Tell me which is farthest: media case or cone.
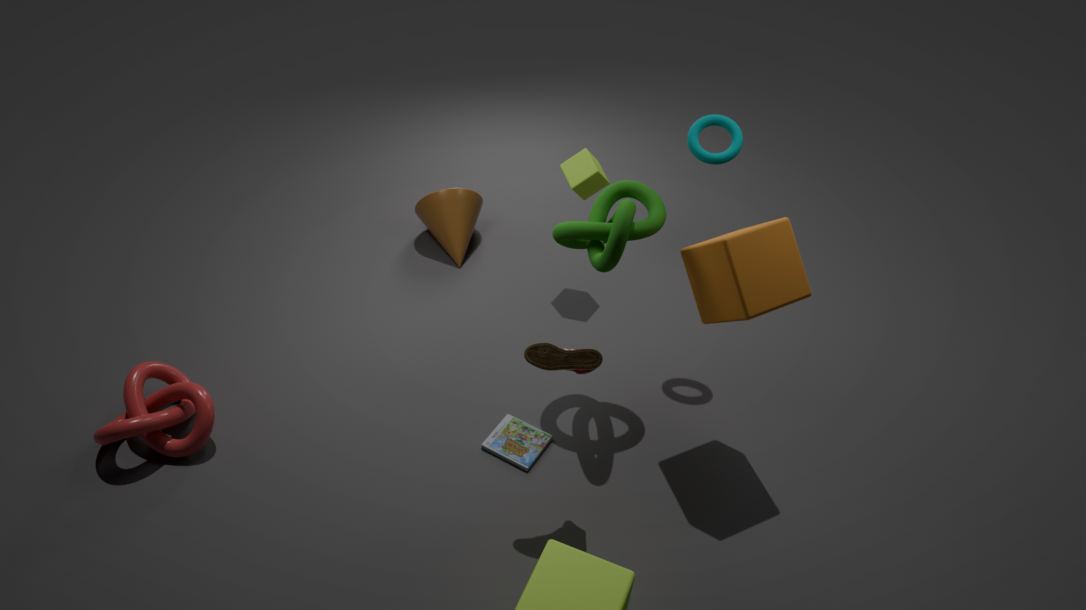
cone
